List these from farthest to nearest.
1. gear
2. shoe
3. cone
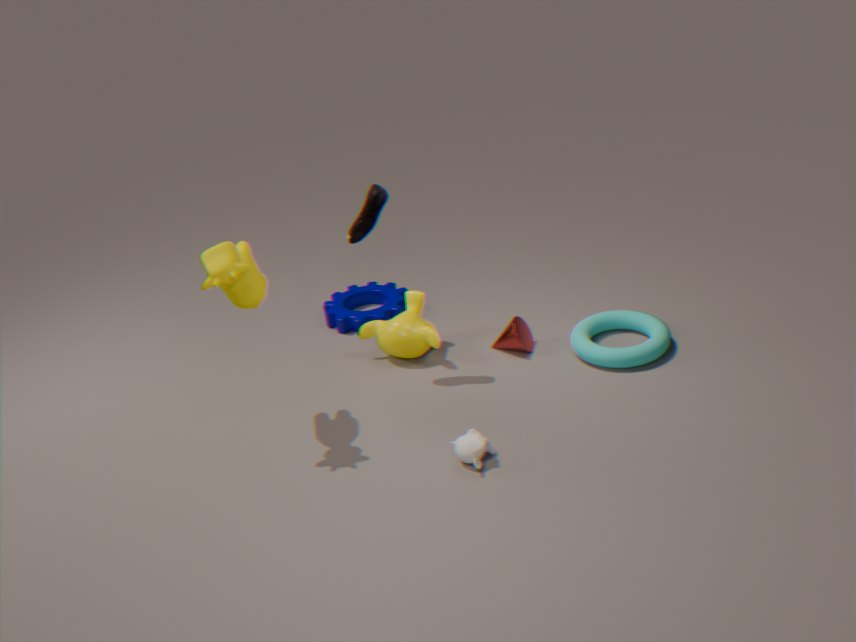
gear, cone, shoe
